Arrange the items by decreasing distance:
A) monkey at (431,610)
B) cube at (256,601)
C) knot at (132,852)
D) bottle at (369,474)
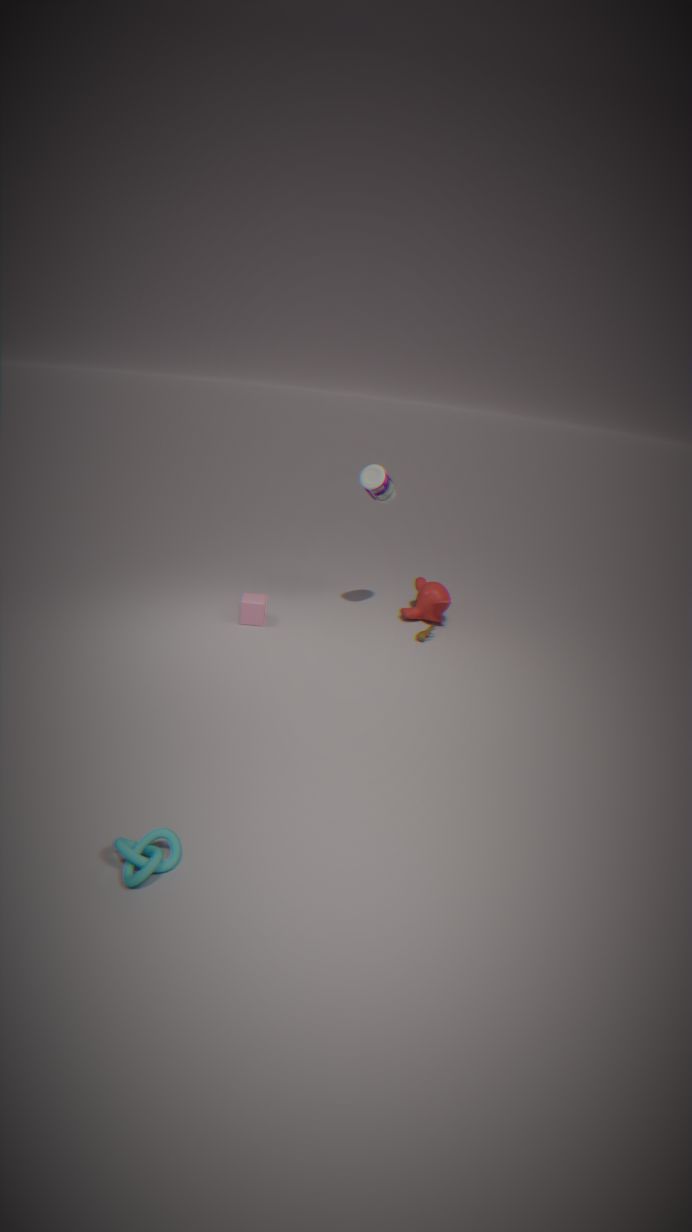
monkey at (431,610)
cube at (256,601)
bottle at (369,474)
knot at (132,852)
